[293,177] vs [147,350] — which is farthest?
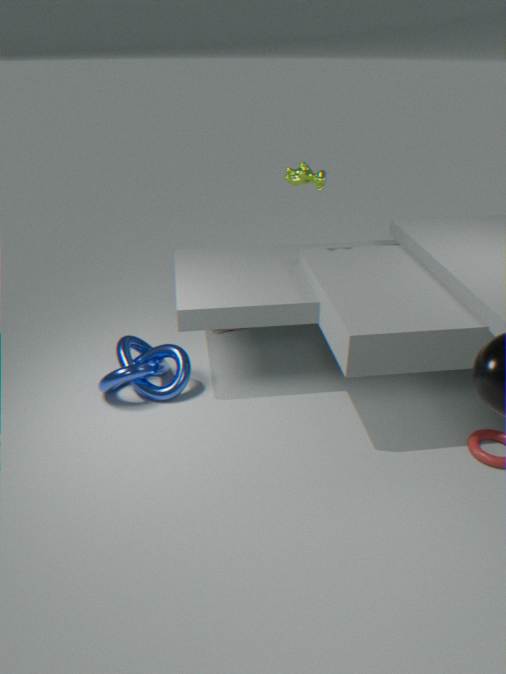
[293,177]
